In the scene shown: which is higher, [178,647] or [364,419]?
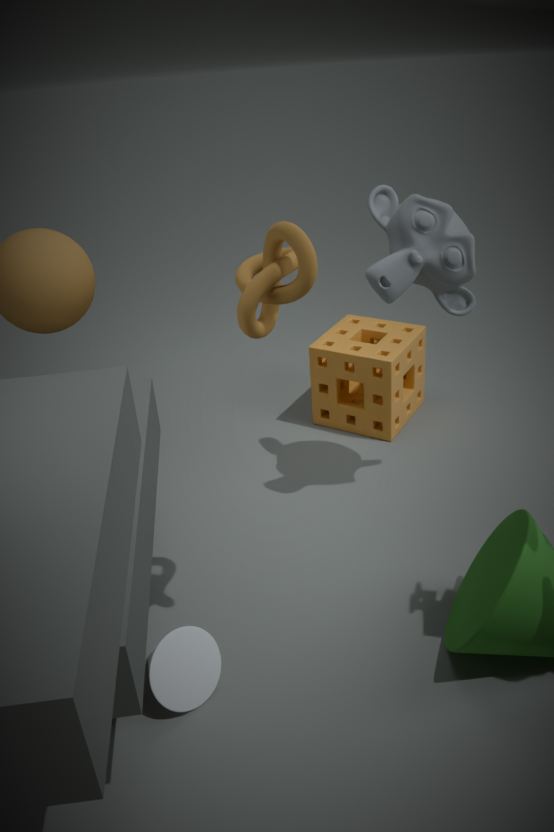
[364,419]
